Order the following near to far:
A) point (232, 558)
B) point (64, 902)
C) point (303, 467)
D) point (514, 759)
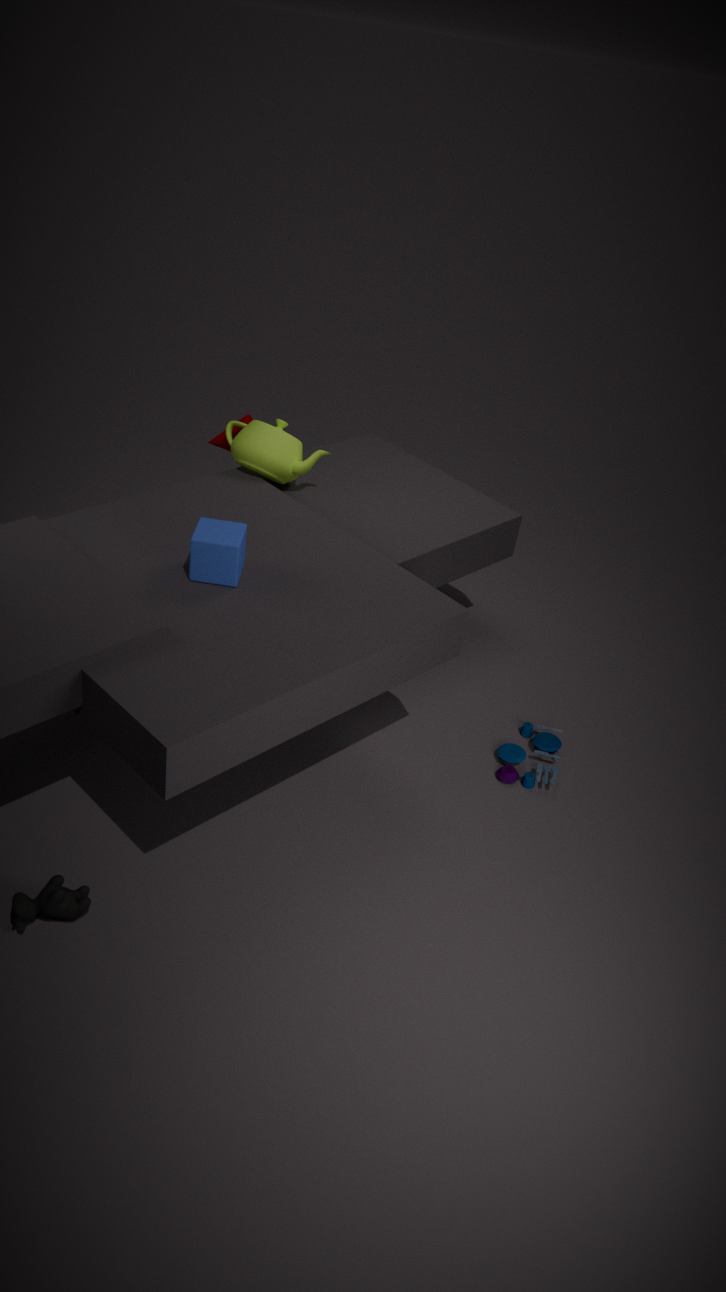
point (64, 902) → point (232, 558) → point (514, 759) → point (303, 467)
